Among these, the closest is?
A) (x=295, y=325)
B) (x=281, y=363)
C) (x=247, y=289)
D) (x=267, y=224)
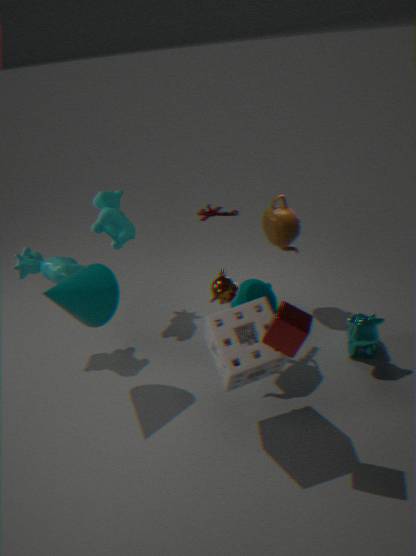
(x=295, y=325)
